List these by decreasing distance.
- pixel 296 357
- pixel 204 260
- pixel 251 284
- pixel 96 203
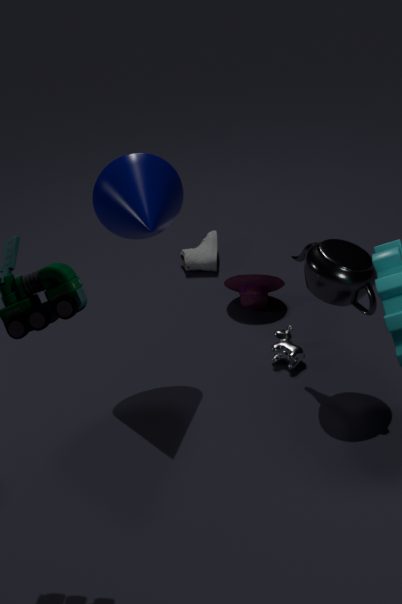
pixel 204 260 → pixel 251 284 → pixel 296 357 → pixel 96 203
